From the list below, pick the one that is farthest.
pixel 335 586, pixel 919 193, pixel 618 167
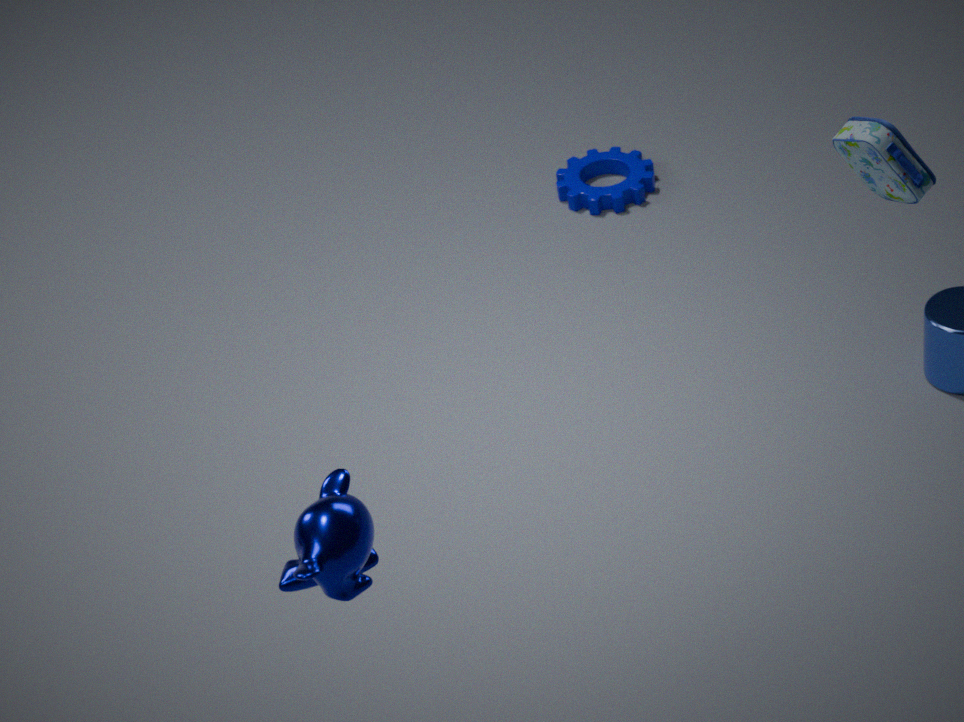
pixel 618 167
